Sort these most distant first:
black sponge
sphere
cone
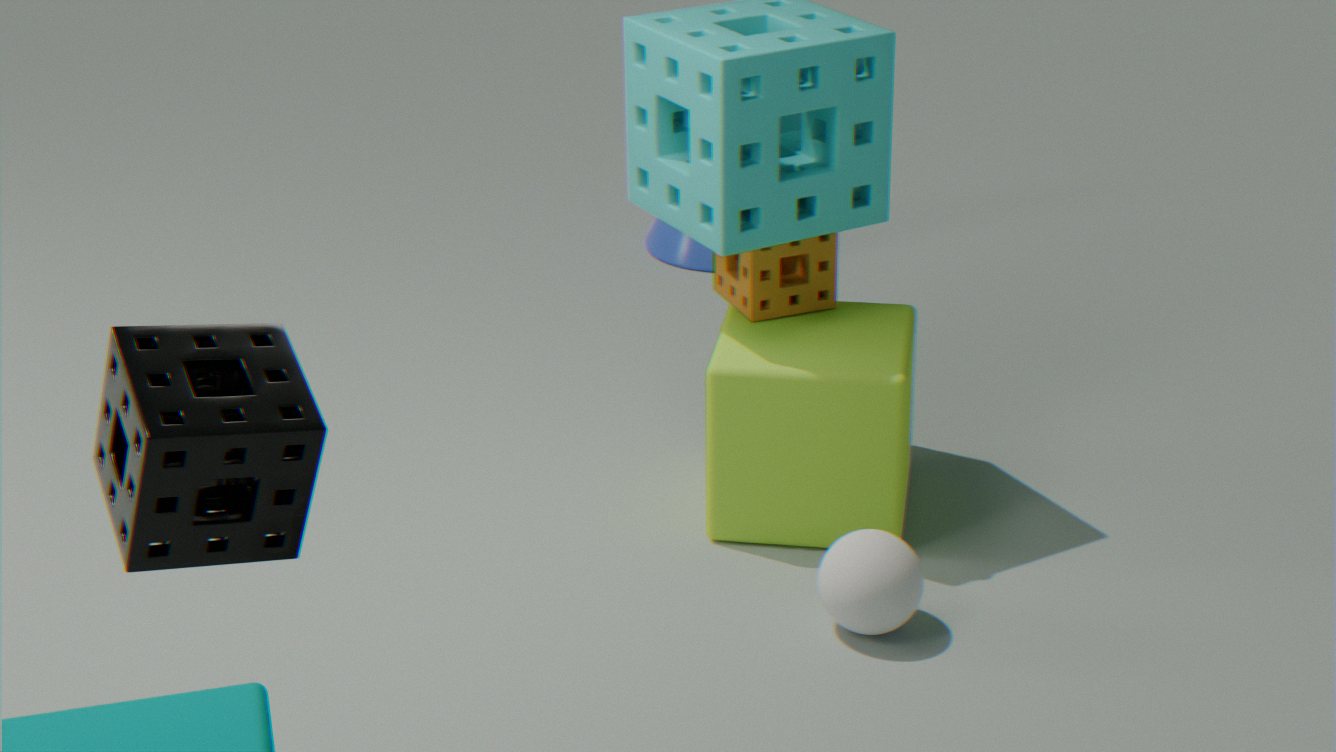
cone → sphere → black sponge
